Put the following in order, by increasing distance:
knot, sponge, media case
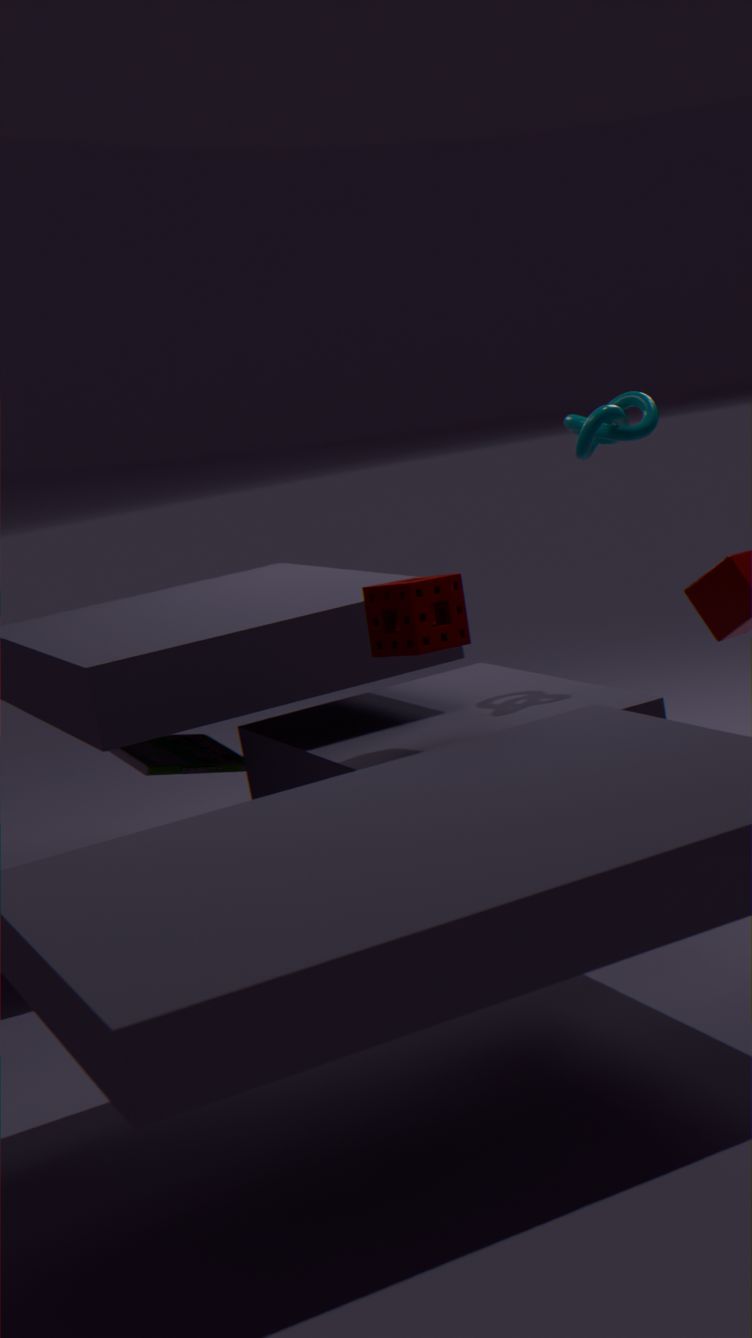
1. sponge
2. knot
3. media case
